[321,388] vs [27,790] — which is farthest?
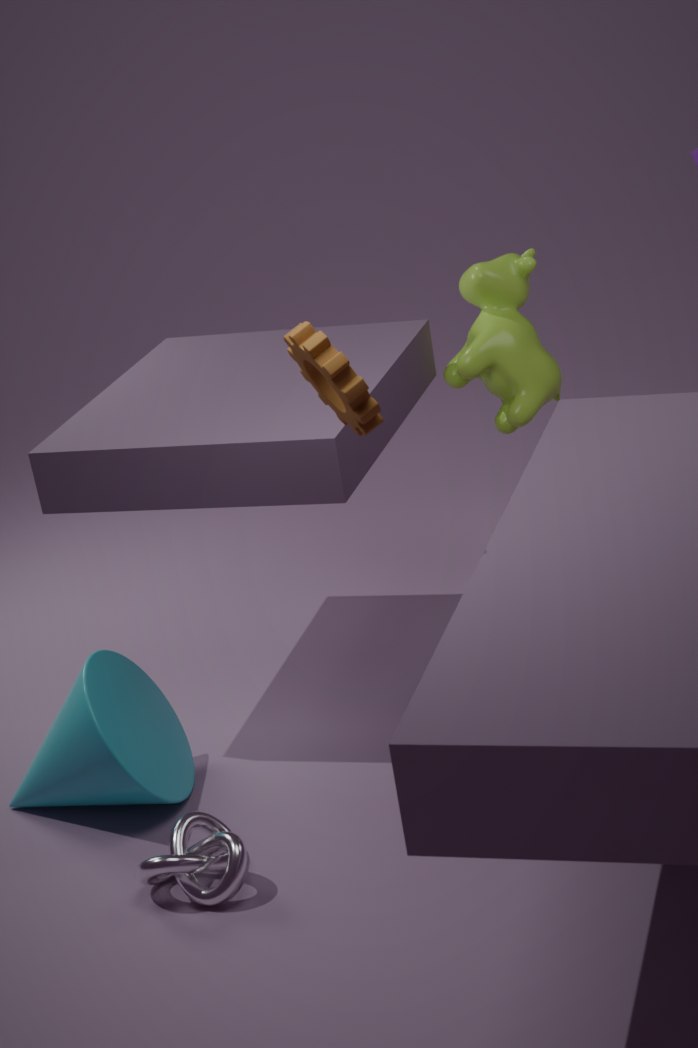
[27,790]
